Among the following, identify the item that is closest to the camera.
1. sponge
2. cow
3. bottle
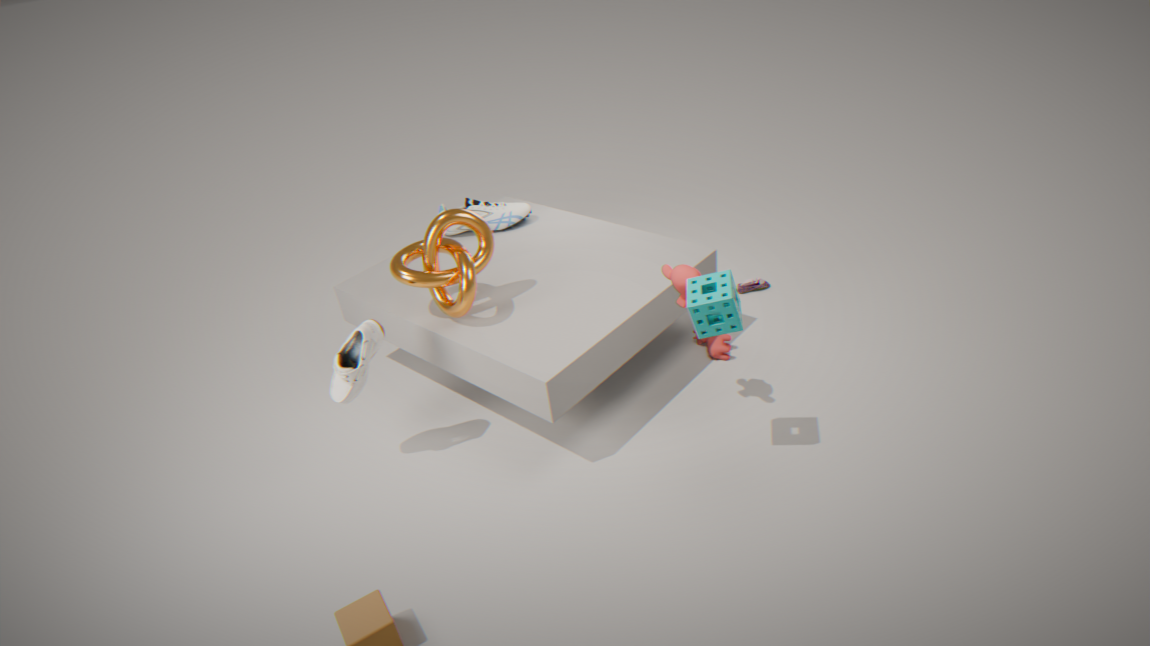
sponge
